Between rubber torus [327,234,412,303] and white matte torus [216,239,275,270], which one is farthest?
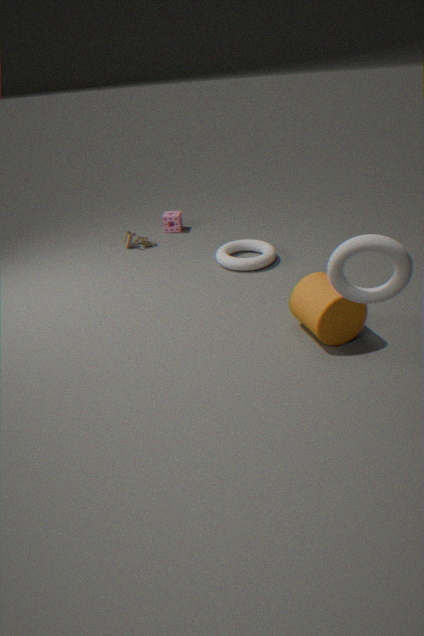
white matte torus [216,239,275,270]
